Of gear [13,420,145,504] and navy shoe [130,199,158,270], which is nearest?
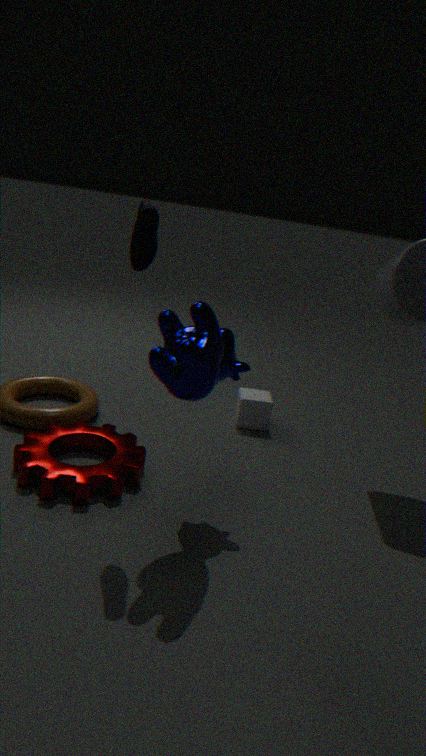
navy shoe [130,199,158,270]
